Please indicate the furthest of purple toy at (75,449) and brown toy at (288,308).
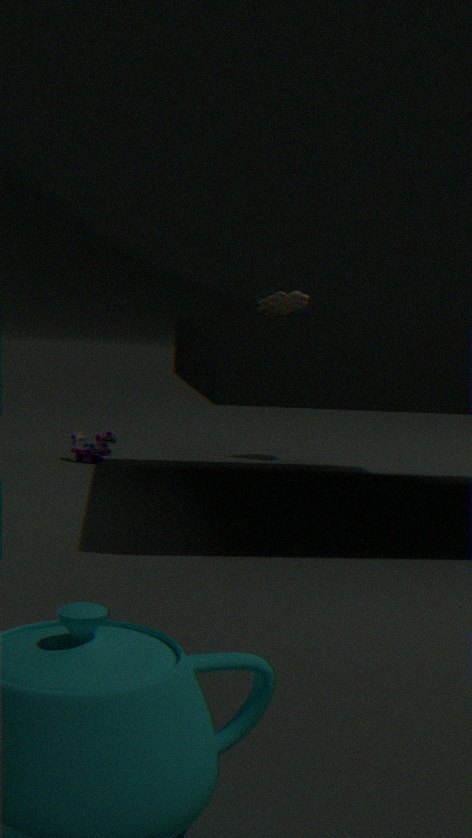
purple toy at (75,449)
